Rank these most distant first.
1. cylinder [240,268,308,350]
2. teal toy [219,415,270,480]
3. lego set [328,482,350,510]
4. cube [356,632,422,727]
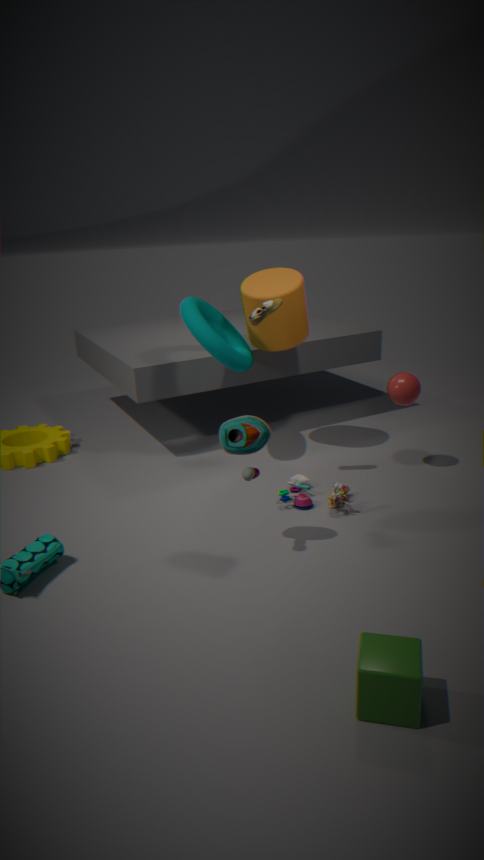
cylinder [240,268,308,350] → lego set [328,482,350,510] → teal toy [219,415,270,480] → cube [356,632,422,727]
